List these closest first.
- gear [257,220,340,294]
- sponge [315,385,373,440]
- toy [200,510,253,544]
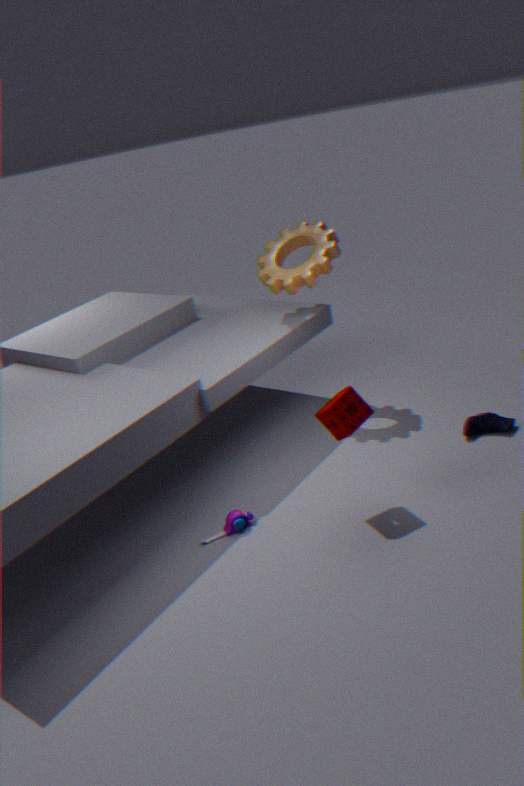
1. sponge [315,385,373,440]
2. toy [200,510,253,544]
3. gear [257,220,340,294]
